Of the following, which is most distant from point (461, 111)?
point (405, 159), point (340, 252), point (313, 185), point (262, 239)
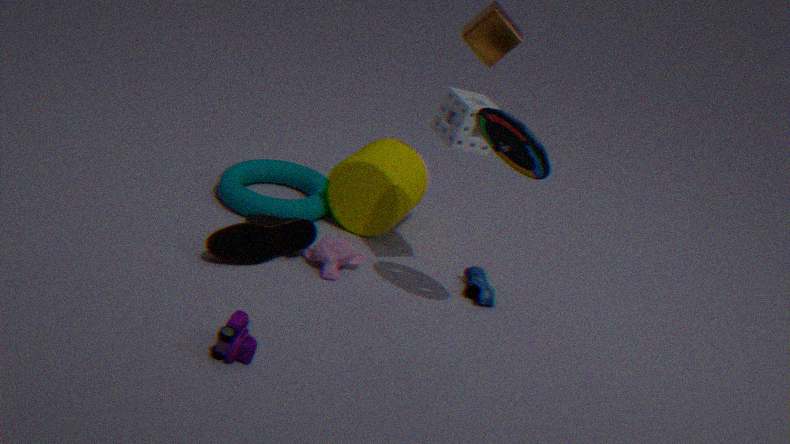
point (313, 185)
